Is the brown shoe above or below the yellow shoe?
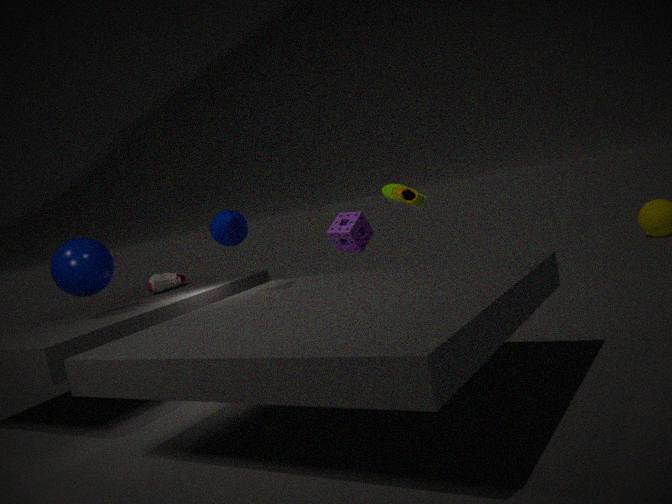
below
